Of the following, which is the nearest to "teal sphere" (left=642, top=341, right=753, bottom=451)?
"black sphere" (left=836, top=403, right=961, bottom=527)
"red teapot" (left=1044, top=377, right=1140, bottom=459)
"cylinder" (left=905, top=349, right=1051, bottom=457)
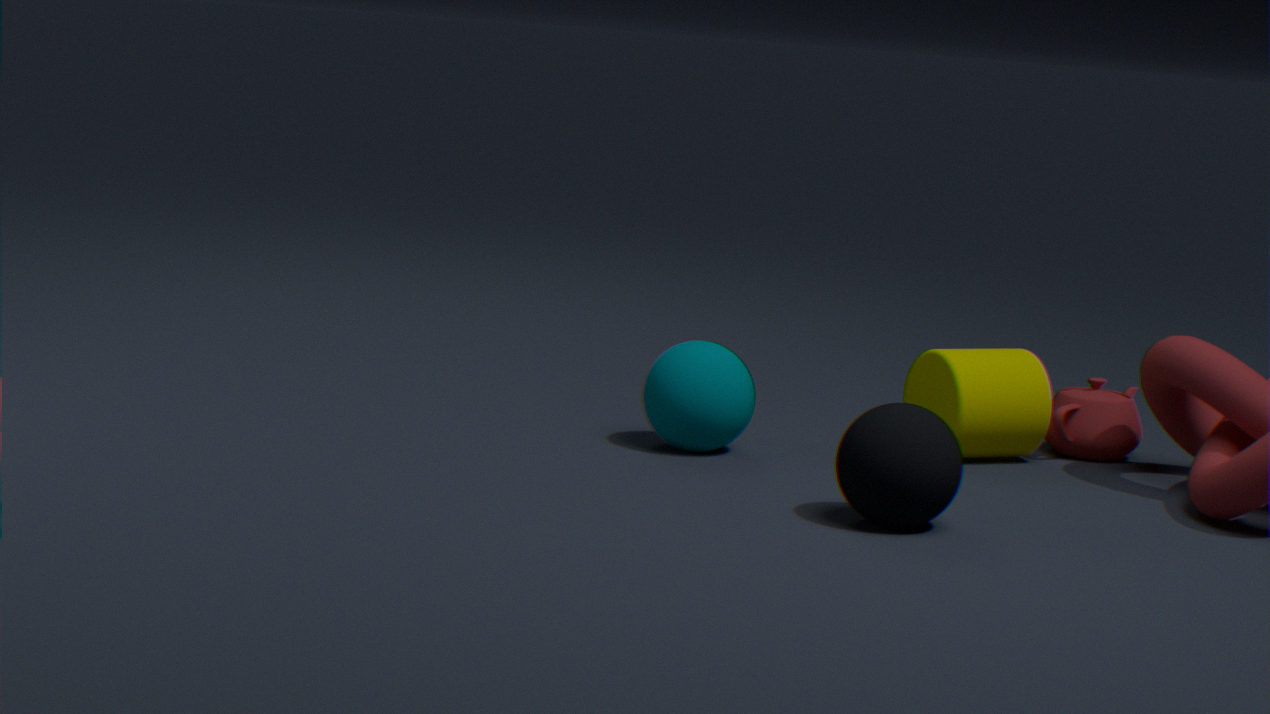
"cylinder" (left=905, top=349, right=1051, bottom=457)
